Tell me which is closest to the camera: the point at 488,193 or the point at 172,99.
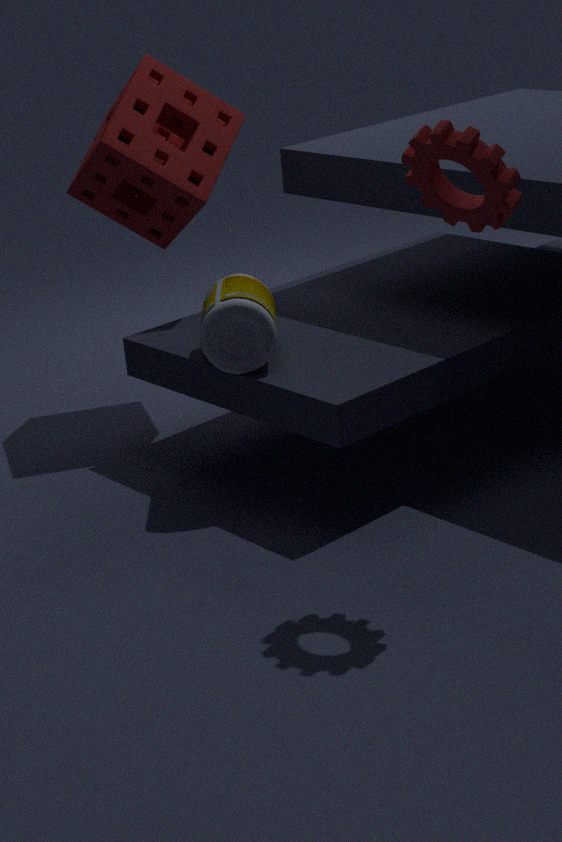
the point at 488,193
